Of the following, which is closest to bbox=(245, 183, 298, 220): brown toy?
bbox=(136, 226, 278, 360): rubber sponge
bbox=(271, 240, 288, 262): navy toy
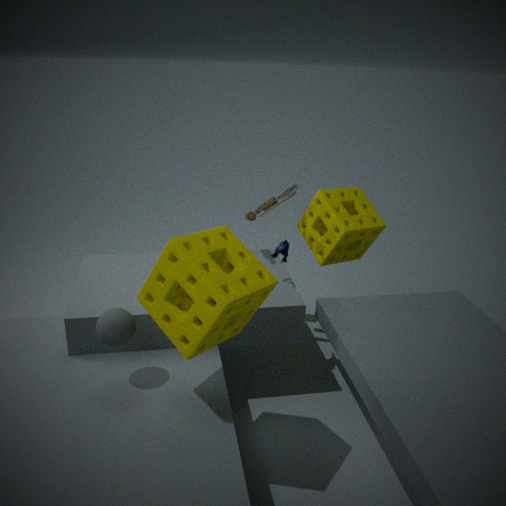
bbox=(271, 240, 288, 262): navy toy
